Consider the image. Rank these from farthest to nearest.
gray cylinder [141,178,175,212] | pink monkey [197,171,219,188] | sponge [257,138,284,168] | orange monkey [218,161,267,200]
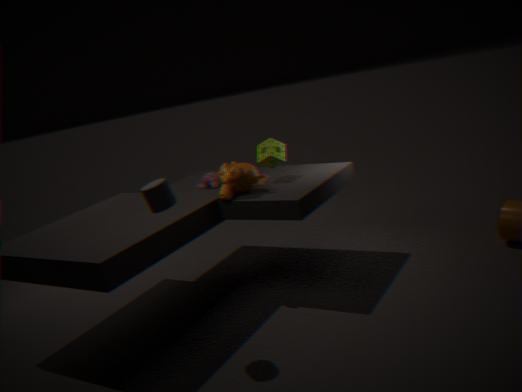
pink monkey [197,171,219,188] < sponge [257,138,284,168] < orange monkey [218,161,267,200] < gray cylinder [141,178,175,212]
